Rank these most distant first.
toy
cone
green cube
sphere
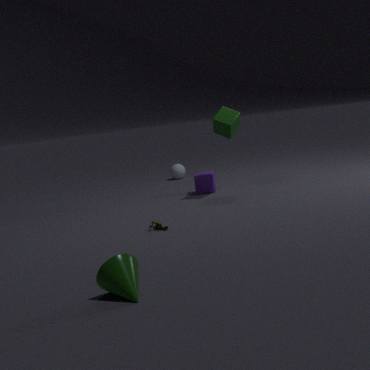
sphere, green cube, toy, cone
